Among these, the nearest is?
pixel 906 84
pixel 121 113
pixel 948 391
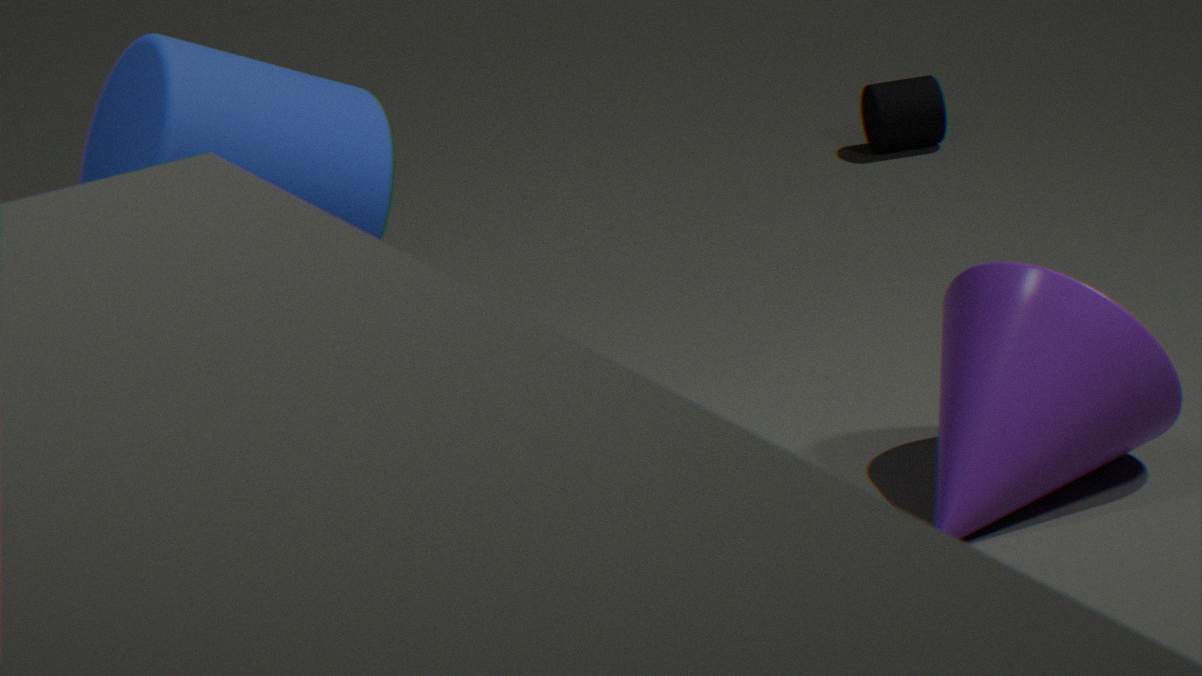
pixel 121 113
